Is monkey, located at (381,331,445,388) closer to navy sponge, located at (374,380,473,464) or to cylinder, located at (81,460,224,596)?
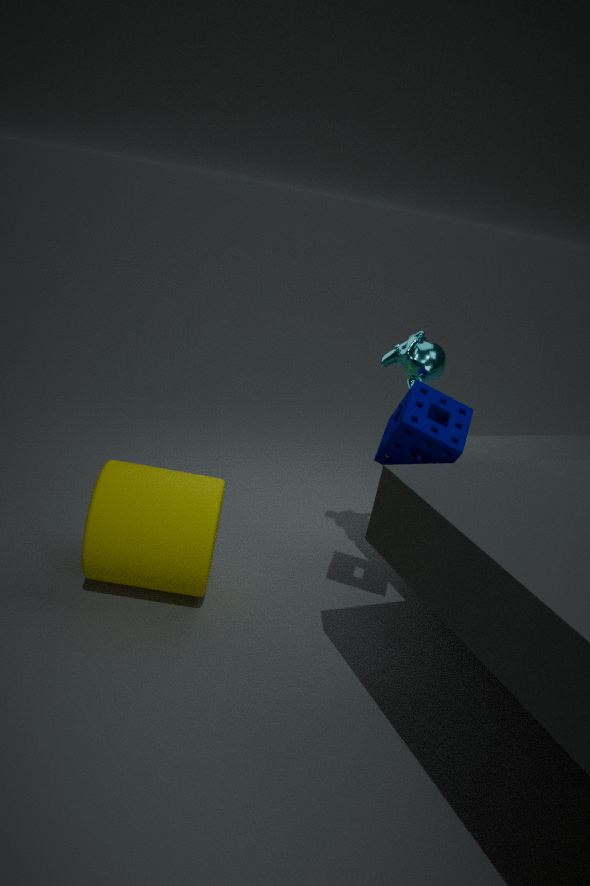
navy sponge, located at (374,380,473,464)
